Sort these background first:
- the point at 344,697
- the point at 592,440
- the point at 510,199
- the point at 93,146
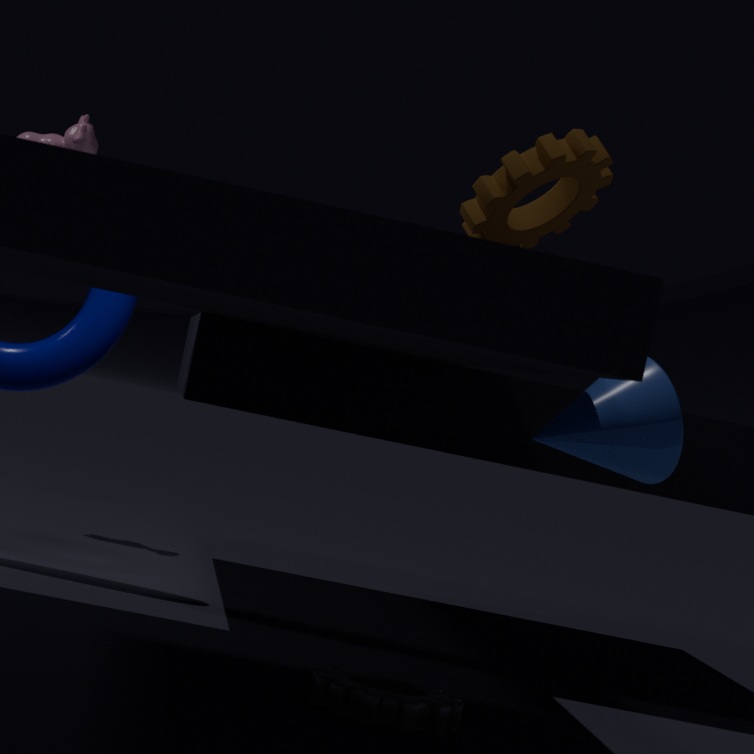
the point at 93,146 < the point at 344,697 < the point at 510,199 < the point at 592,440
